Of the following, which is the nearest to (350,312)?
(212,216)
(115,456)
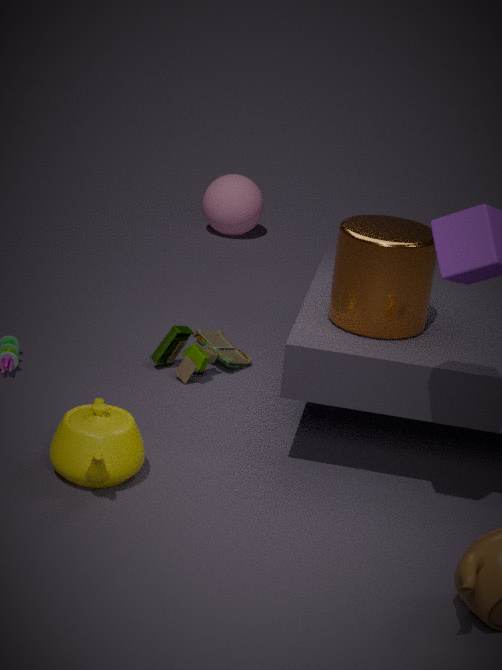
(115,456)
